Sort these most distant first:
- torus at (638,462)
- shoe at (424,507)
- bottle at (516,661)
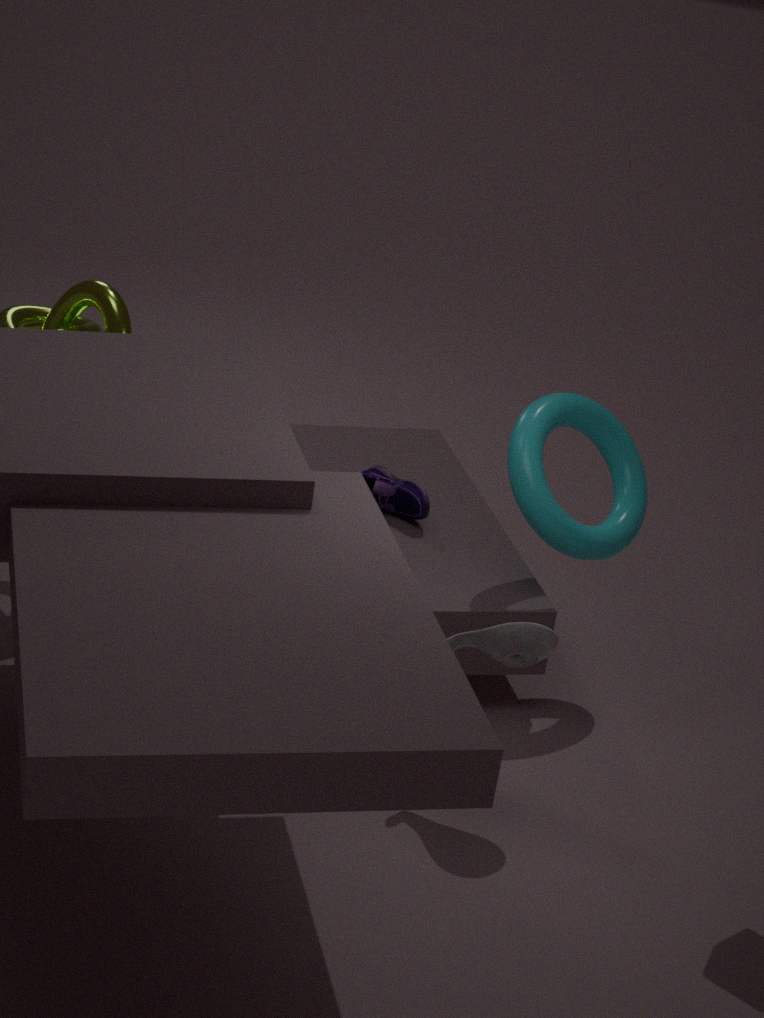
shoe at (424,507)
torus at (638,462)
bottle at (516,661)
